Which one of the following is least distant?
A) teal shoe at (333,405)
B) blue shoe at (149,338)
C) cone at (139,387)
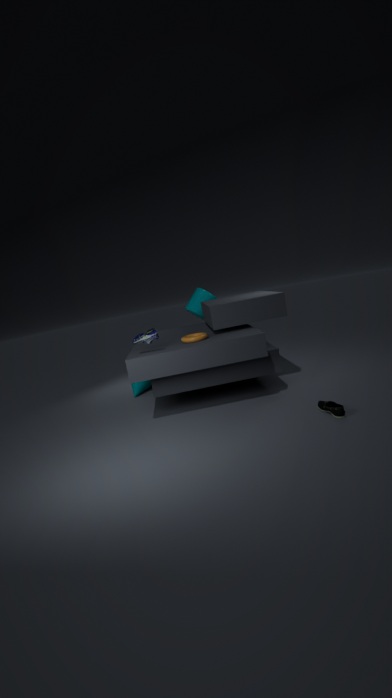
A. teal shoe at (333,405)
